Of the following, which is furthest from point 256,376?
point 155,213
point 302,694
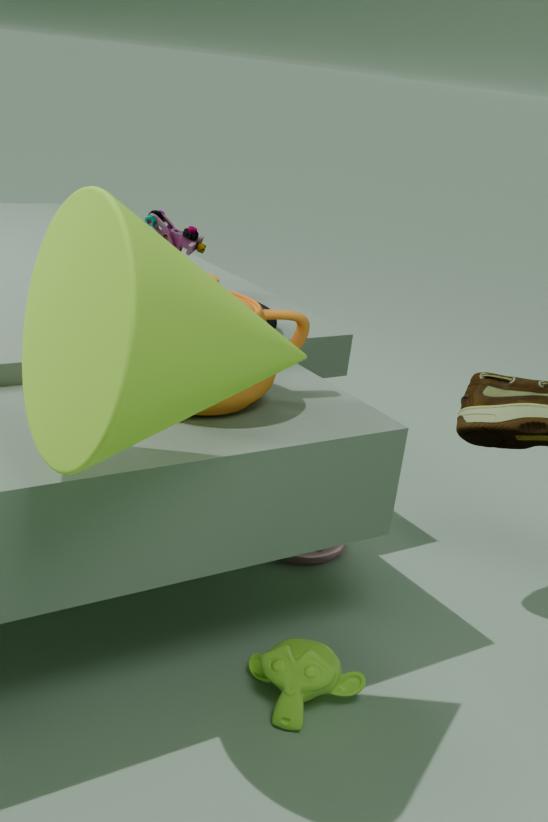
point 155,213
